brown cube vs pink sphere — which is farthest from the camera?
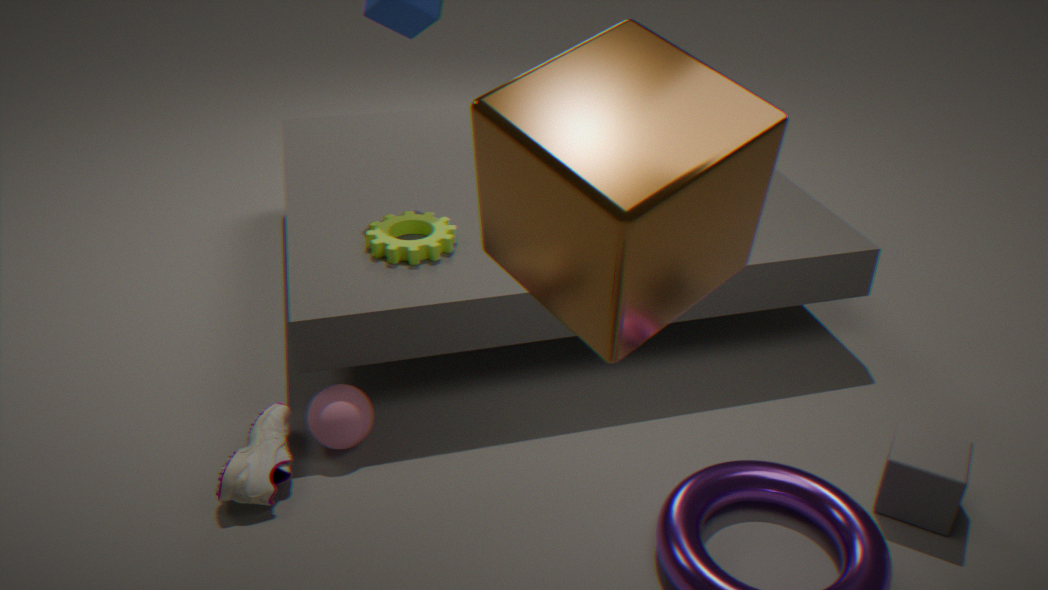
pink sphere
